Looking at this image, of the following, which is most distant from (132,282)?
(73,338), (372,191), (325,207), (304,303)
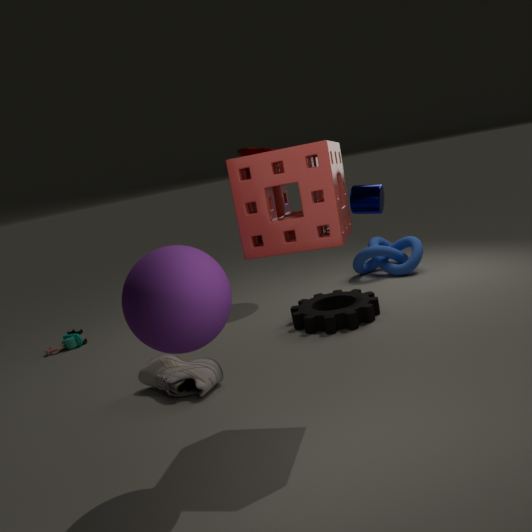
(73,338)
